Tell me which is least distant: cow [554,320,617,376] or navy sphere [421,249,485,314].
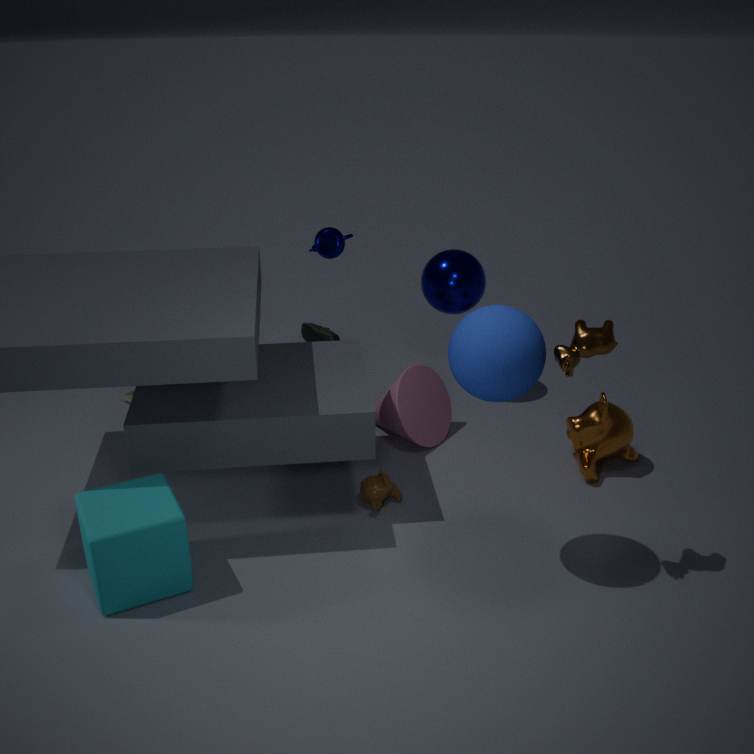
cow [554,320,617,376]
